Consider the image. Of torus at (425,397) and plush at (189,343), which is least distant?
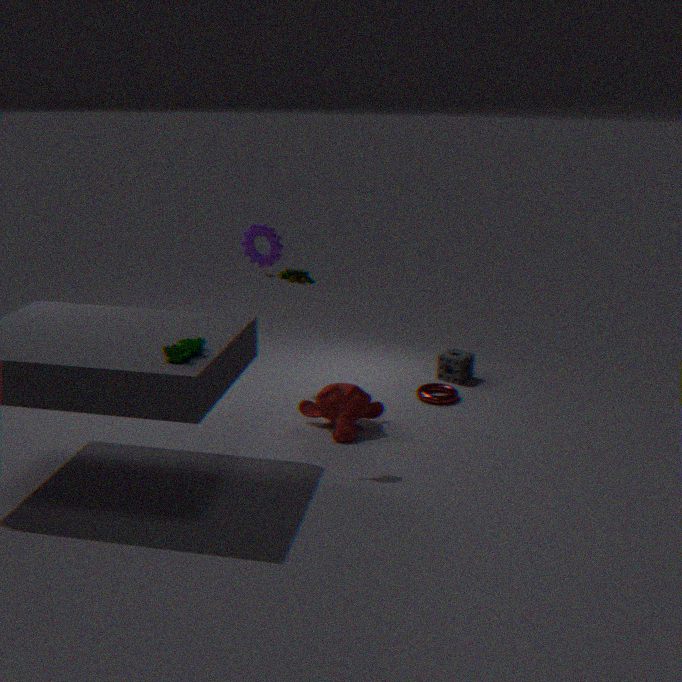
plush at (189,343)
